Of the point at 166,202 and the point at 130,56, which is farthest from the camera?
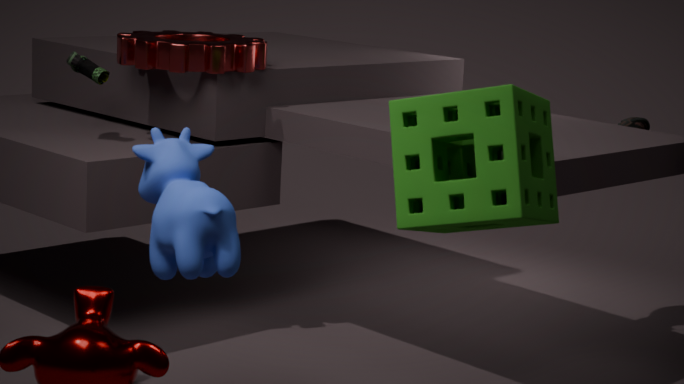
the point at 130,56
